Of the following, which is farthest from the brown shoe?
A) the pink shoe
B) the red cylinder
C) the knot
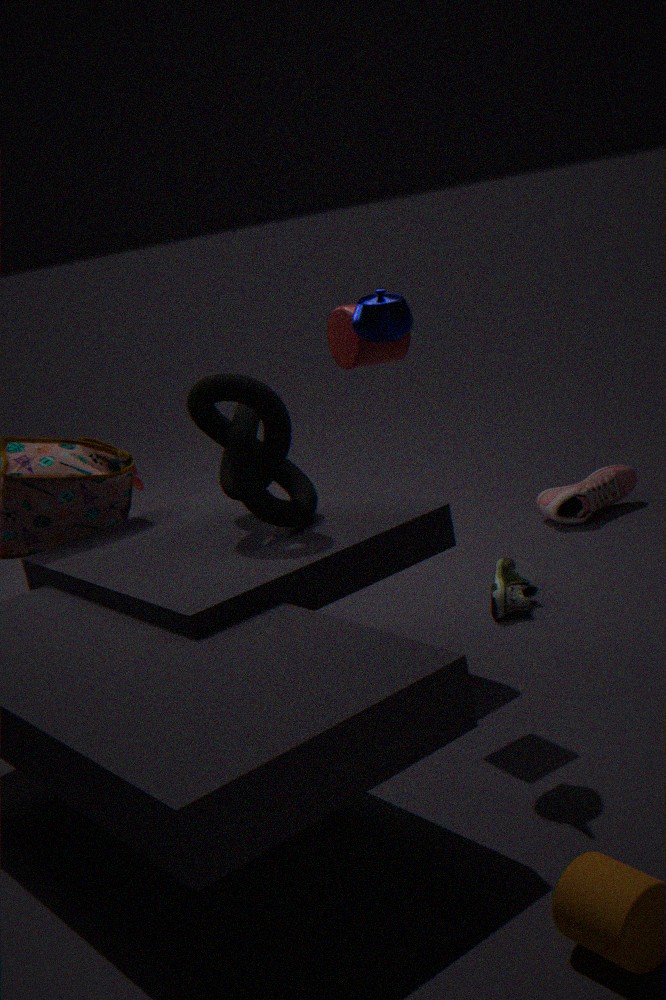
the red cylinder
